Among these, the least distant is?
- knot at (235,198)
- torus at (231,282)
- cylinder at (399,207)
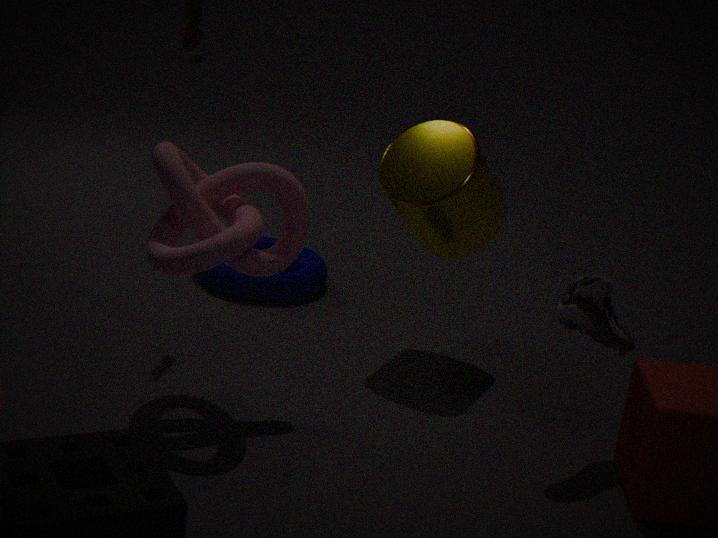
knot at (235,198)
